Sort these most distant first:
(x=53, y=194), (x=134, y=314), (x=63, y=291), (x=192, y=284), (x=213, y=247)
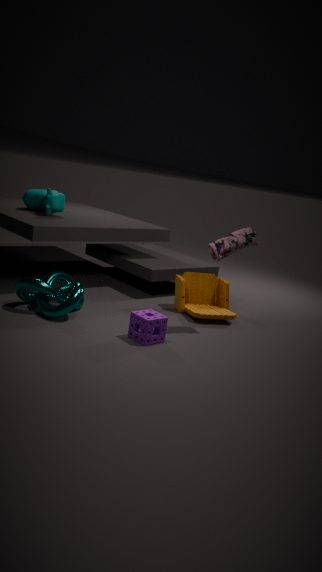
1. (x=53, y=194)
2. (x=192, y=284)
3. (x=63, y=291)
4. (x=213, y=247)
5. (x=134, y=314)
